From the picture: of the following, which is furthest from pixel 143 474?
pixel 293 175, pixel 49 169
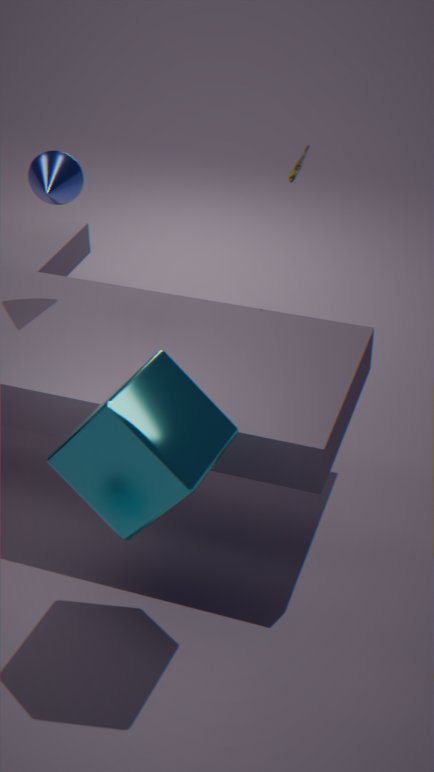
pixel 293 175
